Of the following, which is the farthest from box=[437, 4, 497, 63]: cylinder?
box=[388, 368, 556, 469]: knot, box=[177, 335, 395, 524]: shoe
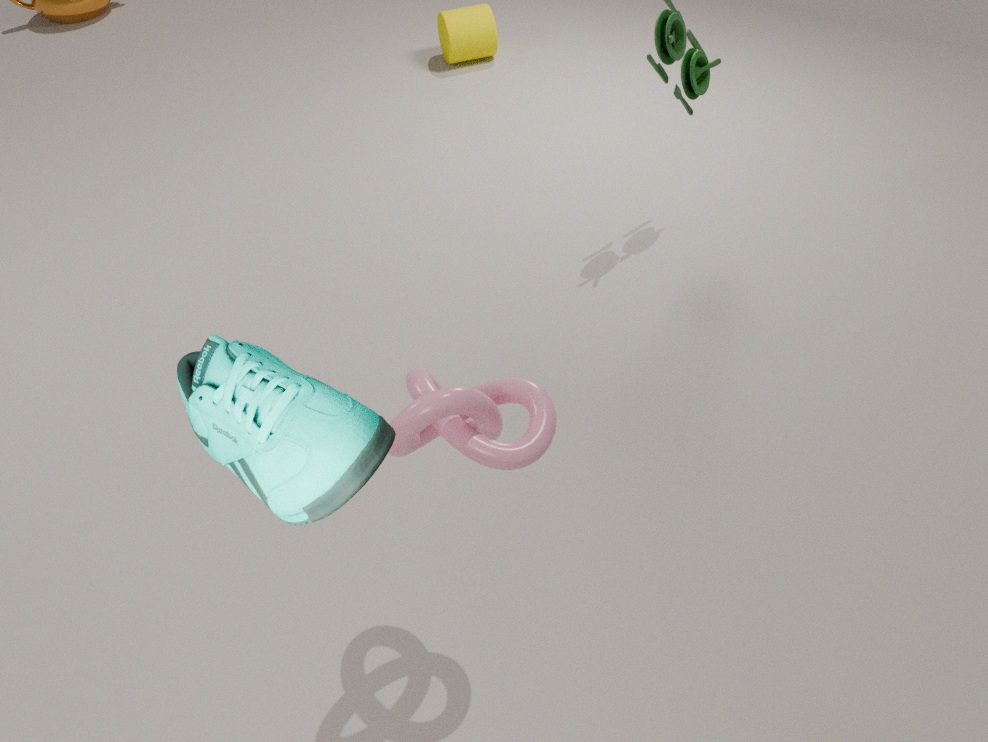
box=[177, 335, 395, 524]: shoe
